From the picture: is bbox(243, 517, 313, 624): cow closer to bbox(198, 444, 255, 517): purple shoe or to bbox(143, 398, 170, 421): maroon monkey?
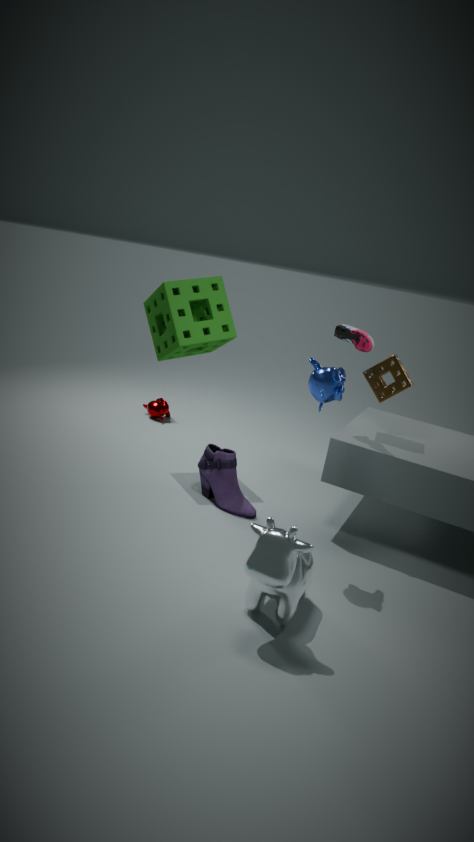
bbox(198, 444, 255, 517): purple shoe
